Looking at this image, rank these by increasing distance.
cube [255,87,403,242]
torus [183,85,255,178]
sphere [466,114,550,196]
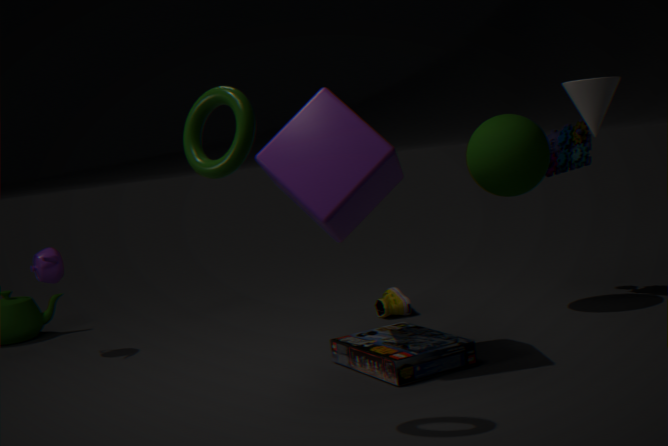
torus [183,85,255,178], cube [255,87,403,242], sphere [466,114,550,196]
